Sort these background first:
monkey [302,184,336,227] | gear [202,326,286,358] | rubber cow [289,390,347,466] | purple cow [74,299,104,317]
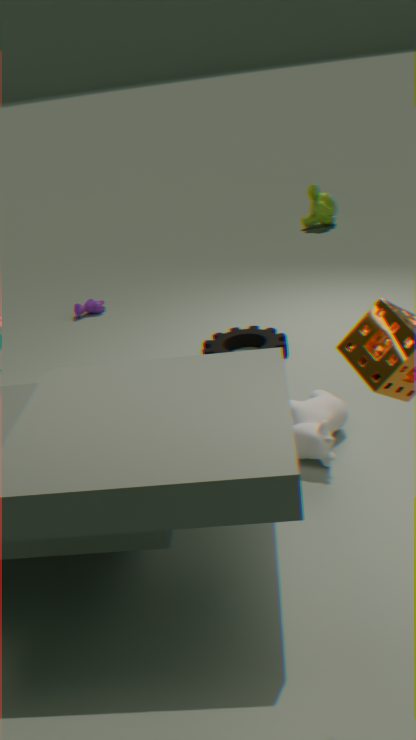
monkey [302,184,336,227]
purple cow [74,299,104,317]
gear [202,326,286,358]
rubber cow [289,390,347,466]
